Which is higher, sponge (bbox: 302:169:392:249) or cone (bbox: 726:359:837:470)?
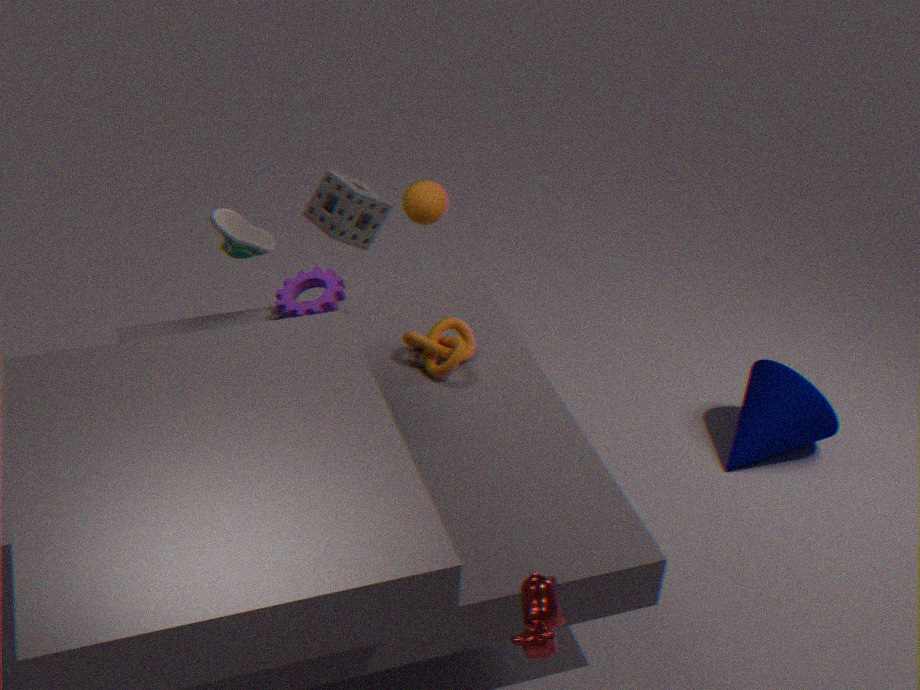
sponge (bbox: 302:169:392:249)
